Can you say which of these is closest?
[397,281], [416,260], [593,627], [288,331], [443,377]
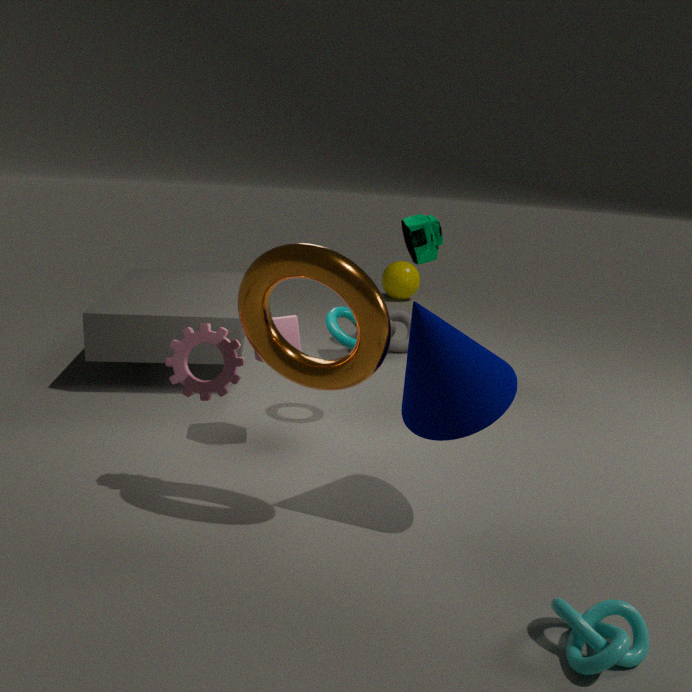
[593,627]
